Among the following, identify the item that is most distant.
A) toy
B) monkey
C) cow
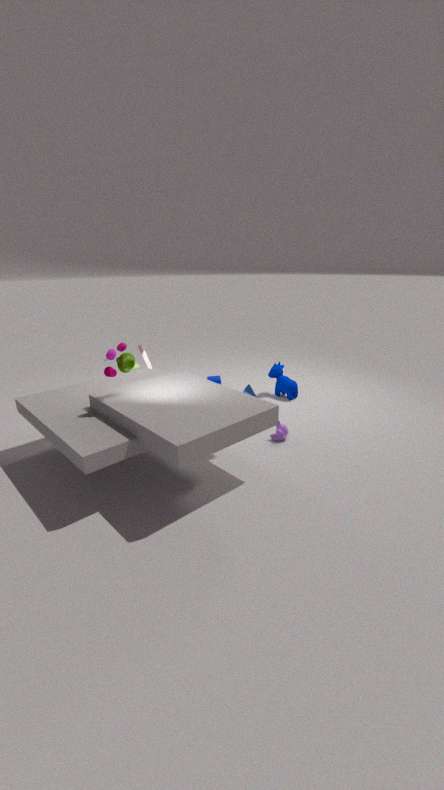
cow
